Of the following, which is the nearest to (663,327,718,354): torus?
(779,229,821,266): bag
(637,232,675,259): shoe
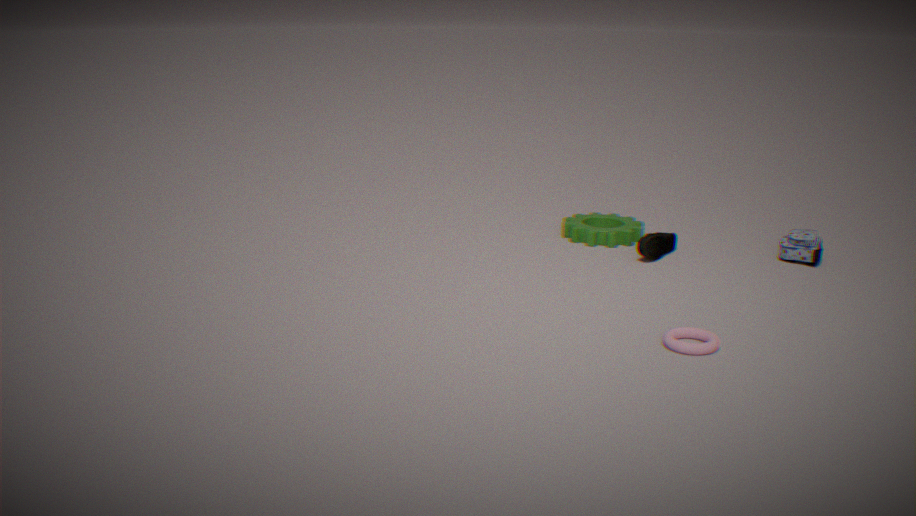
(637,232,675,259): shoe
